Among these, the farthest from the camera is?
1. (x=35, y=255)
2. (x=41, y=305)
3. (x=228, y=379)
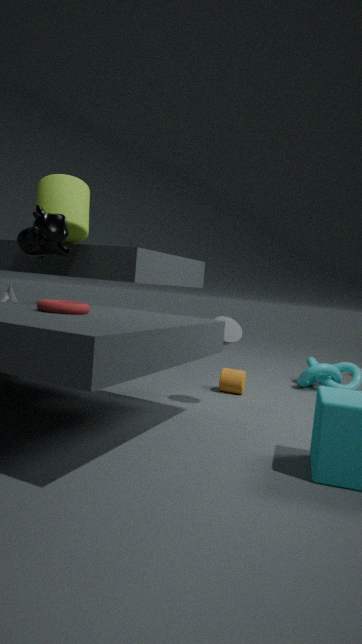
(x=228, y=379)
